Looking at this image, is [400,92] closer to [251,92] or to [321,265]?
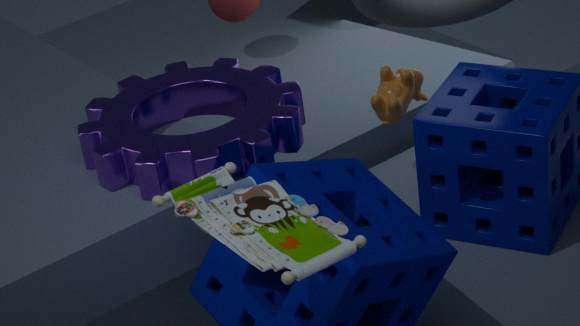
[251,92]
